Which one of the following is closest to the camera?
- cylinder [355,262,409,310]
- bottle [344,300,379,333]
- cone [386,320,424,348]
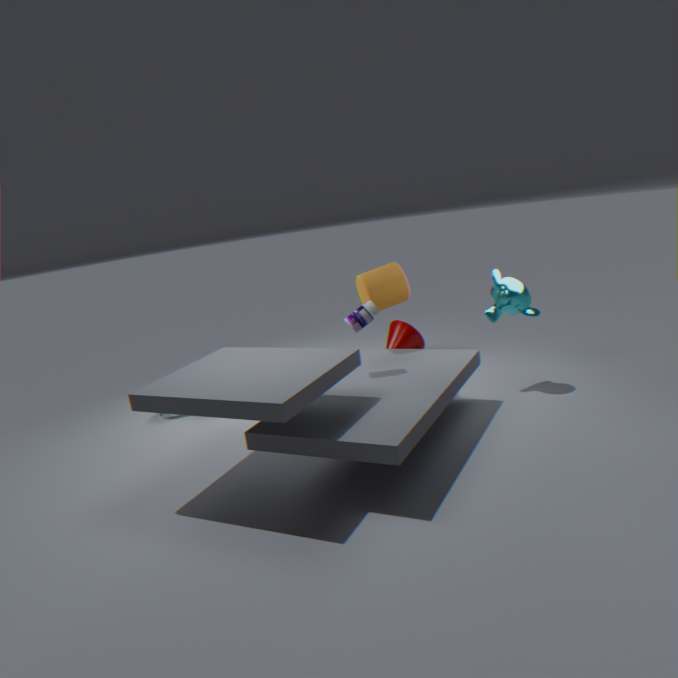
bottle [344,300,379,333]
